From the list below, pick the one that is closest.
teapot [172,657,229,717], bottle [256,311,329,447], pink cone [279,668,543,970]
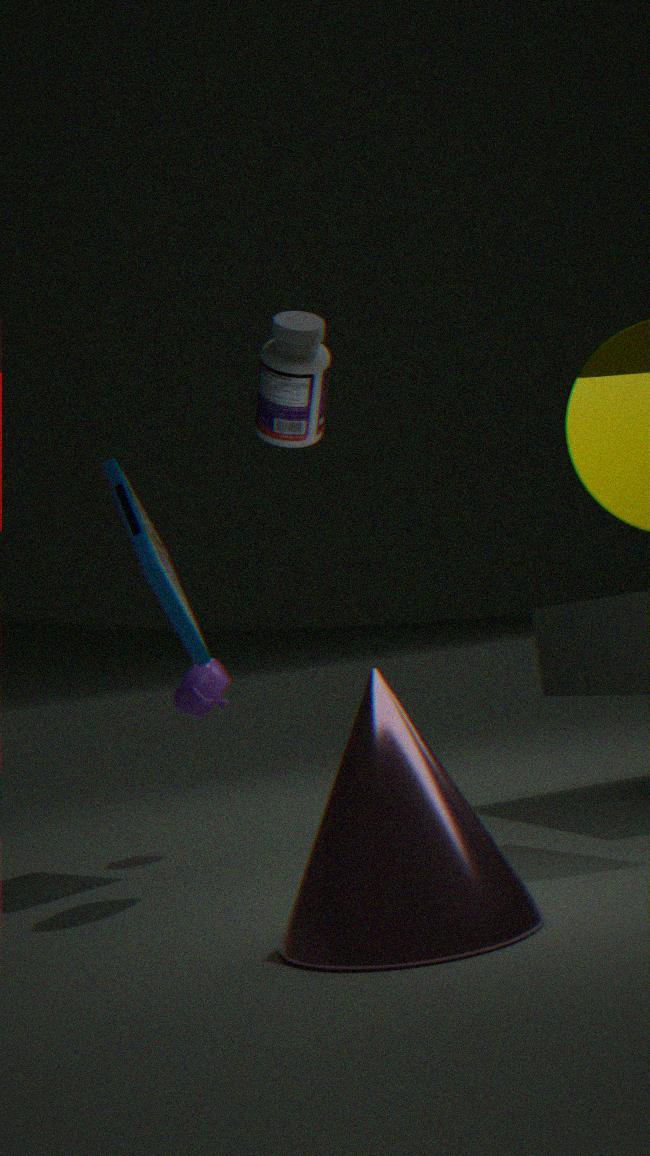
pink cone [279,668,543,970]
